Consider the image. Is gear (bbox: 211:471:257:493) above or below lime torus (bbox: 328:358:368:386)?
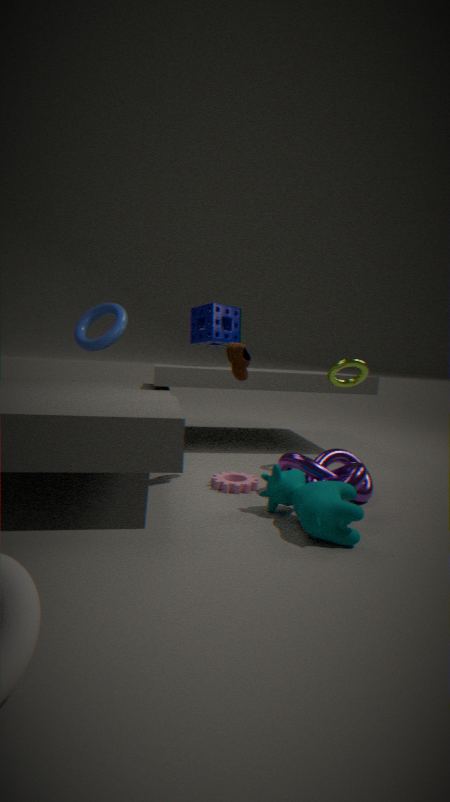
below
